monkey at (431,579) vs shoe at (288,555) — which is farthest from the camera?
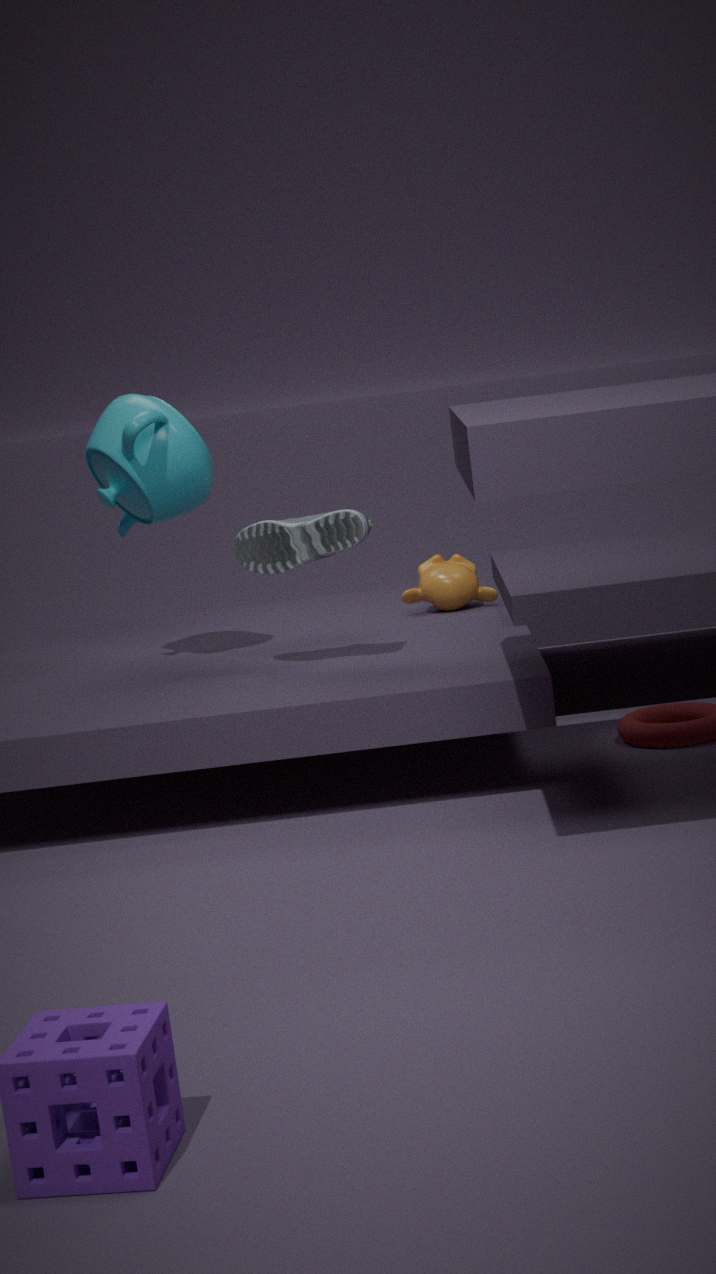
monkey at (431,579)
